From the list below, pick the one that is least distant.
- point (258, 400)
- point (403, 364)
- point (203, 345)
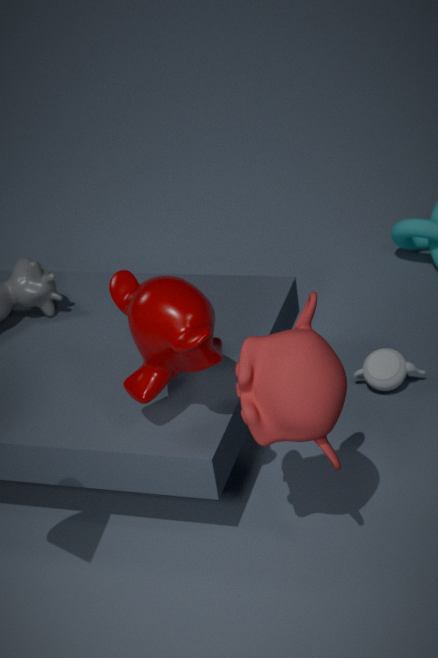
point (258, 400)
